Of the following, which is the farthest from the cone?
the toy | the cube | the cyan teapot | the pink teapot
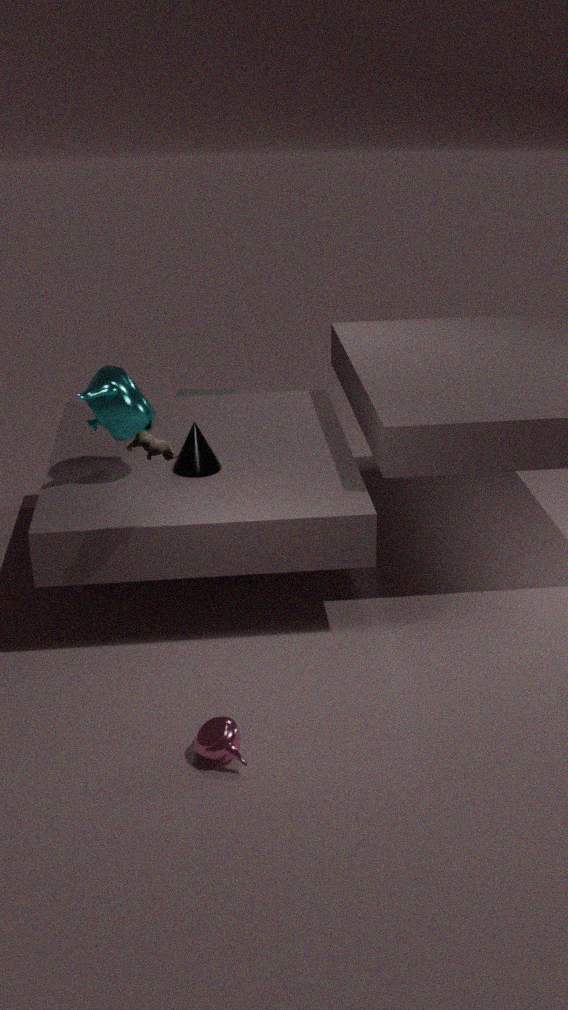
the cube
